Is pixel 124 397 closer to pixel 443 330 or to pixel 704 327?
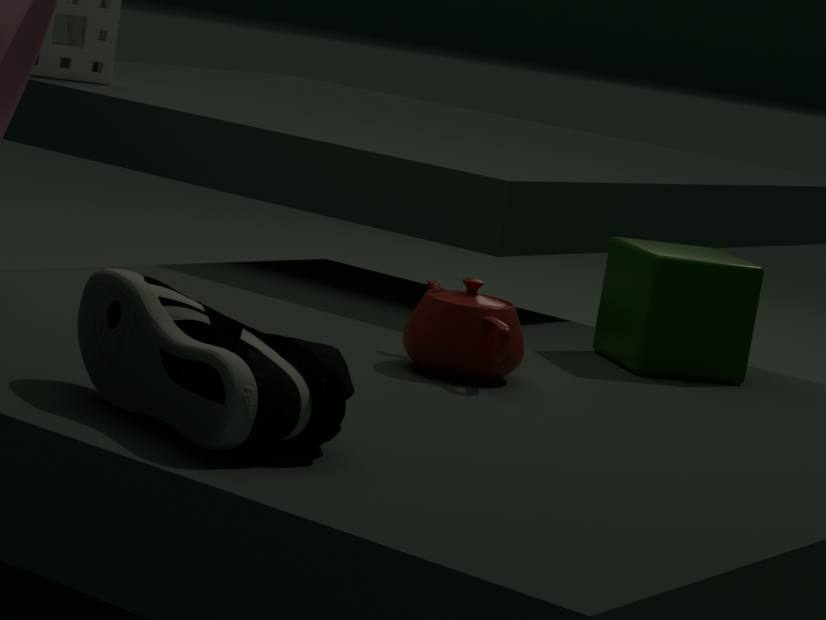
pixel 443 330
